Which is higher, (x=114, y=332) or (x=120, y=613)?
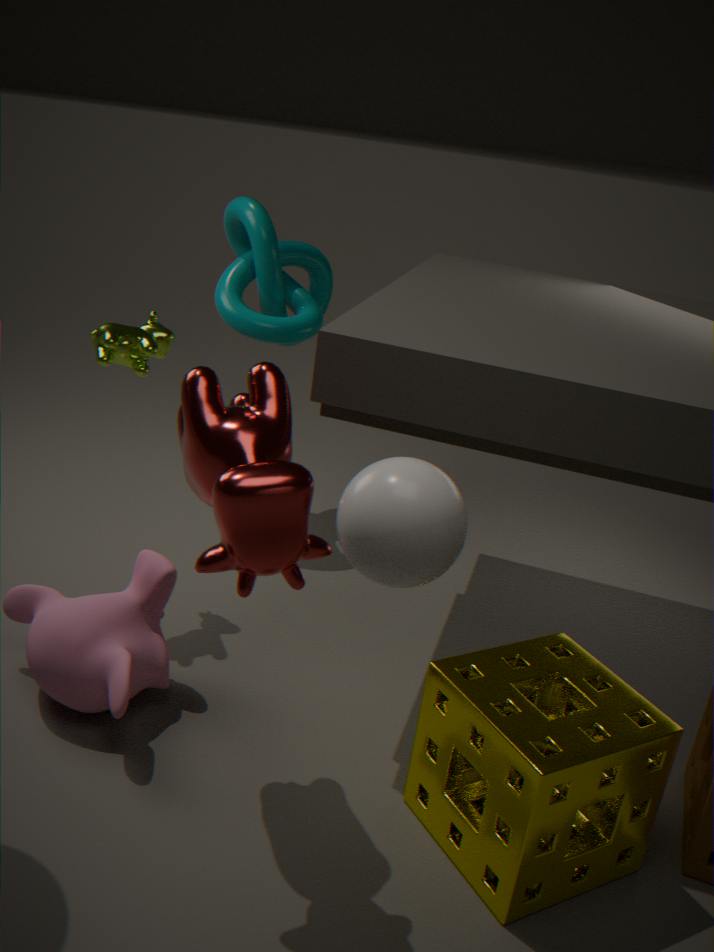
(x=114, y=332)
